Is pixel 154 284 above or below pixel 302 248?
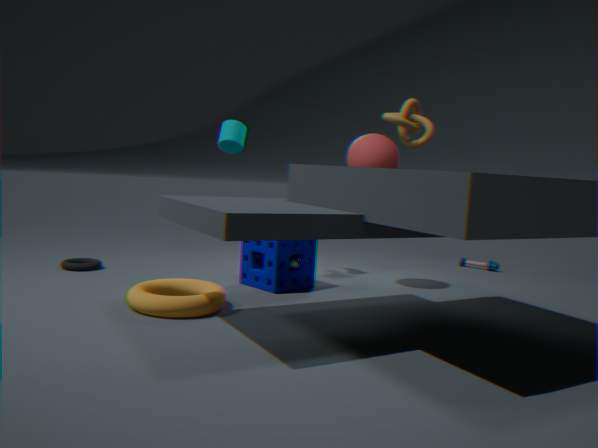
below
